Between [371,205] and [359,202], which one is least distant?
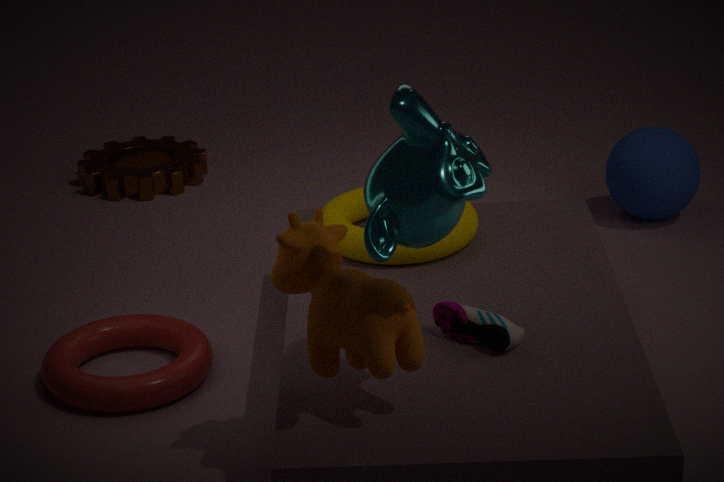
[371,205]
